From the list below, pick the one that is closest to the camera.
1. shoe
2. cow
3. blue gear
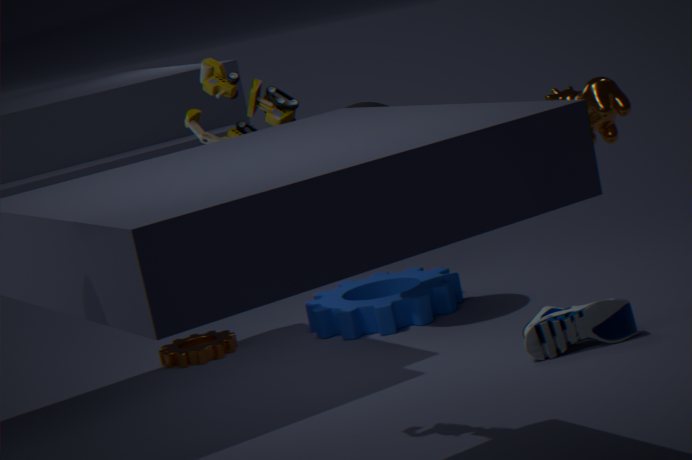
cow
